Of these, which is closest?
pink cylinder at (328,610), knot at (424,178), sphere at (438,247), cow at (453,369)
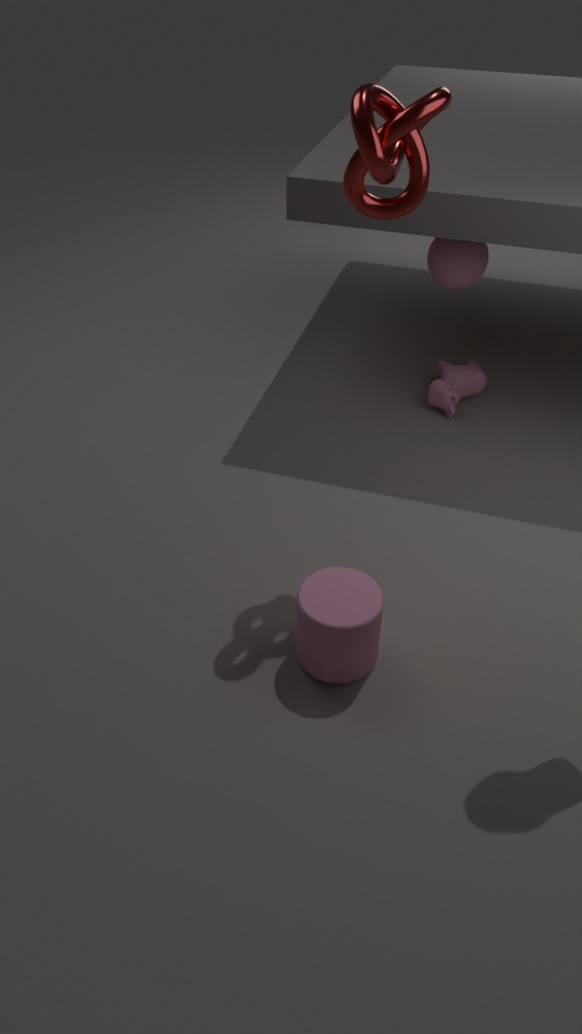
knot at (424,178)
